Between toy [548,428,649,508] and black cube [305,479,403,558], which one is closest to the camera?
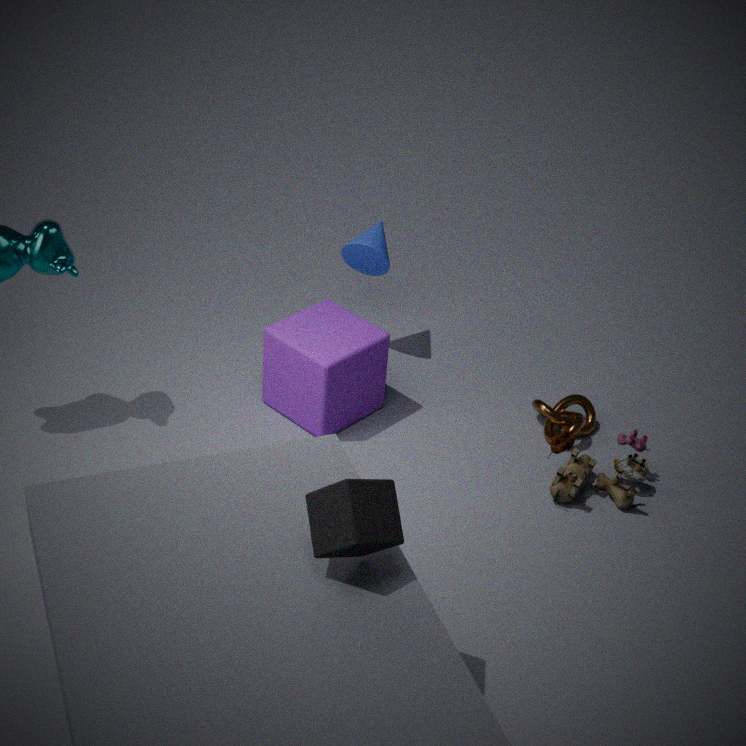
black cube [305,479,403,558]
